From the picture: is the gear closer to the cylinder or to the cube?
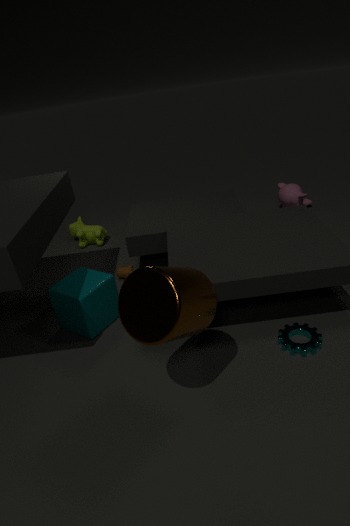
the cylinder
